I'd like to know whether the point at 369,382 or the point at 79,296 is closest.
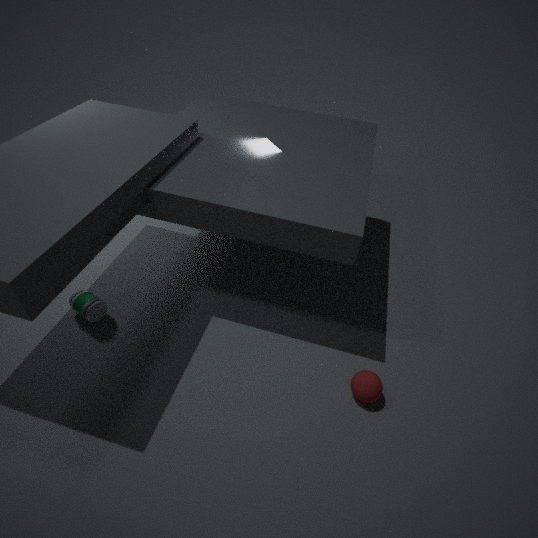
the point at 369,382
